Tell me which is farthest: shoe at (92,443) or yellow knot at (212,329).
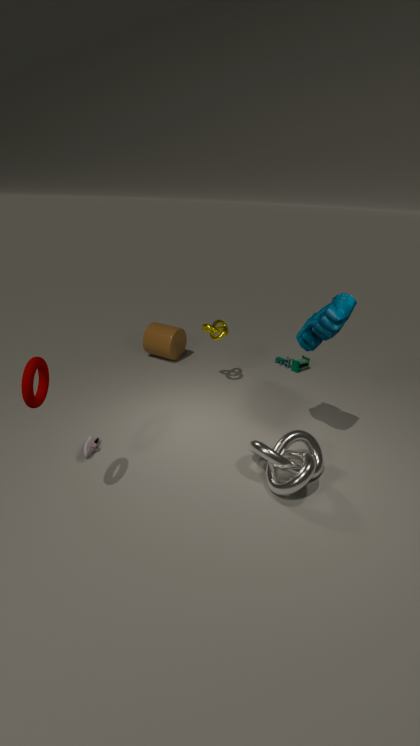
yellow knot at (212,329)
